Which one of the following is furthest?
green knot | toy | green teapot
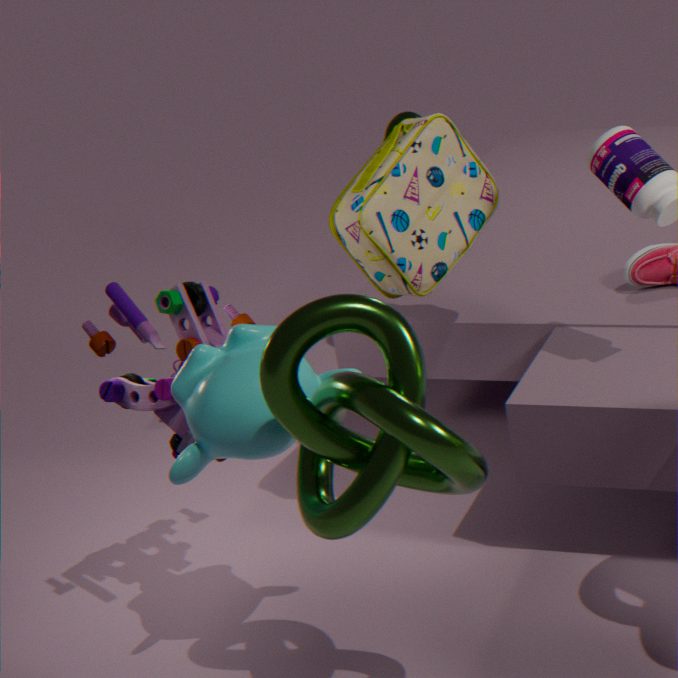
green teapot
